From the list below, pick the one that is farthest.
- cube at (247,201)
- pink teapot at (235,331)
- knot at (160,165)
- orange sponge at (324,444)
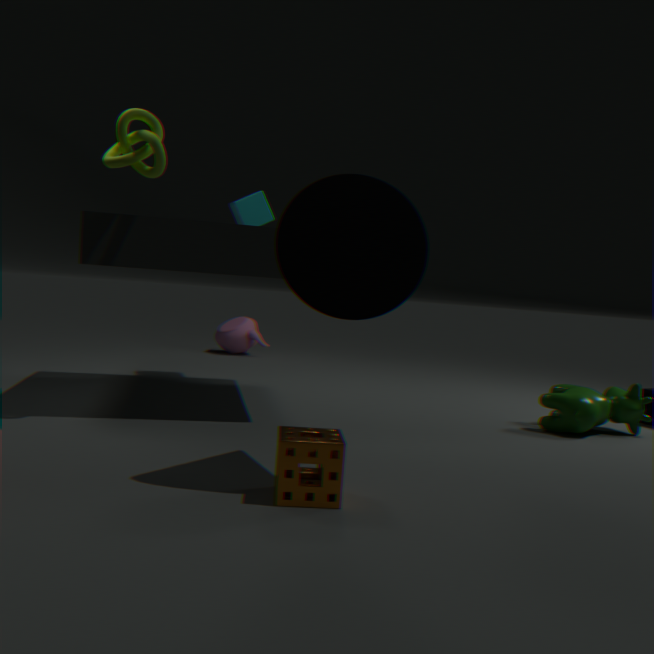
pink teapot at (235,331)
